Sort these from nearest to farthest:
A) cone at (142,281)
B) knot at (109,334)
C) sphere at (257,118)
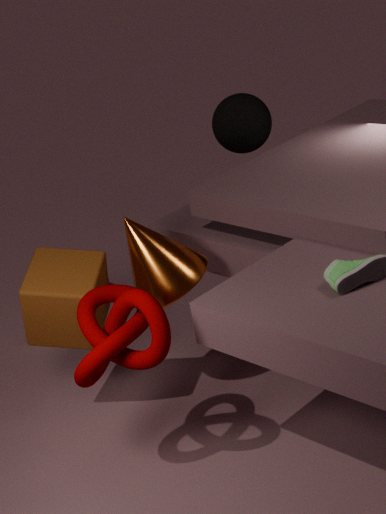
knot at (109,334)
cone at (142,281)
sphere at (257,118)
